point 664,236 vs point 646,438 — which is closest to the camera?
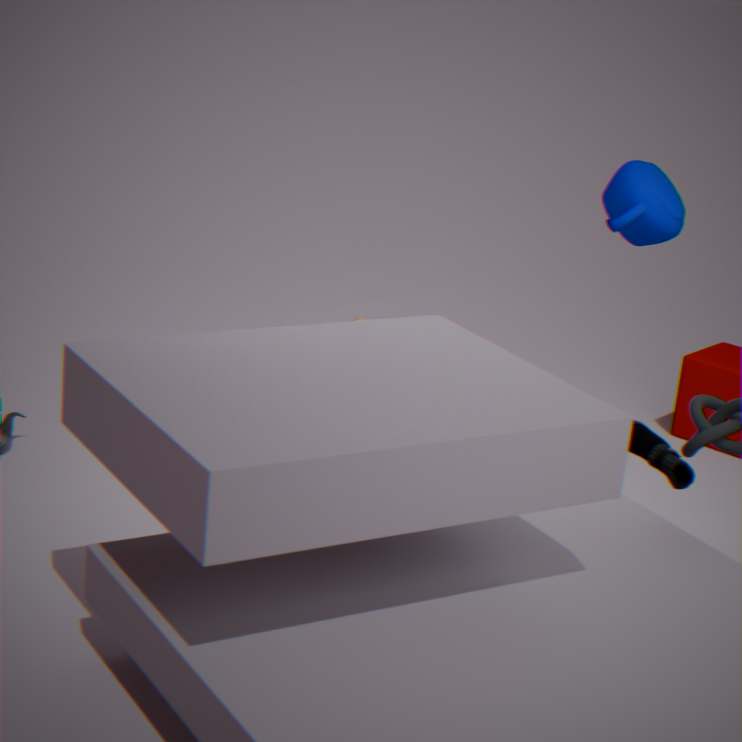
point 646,438
